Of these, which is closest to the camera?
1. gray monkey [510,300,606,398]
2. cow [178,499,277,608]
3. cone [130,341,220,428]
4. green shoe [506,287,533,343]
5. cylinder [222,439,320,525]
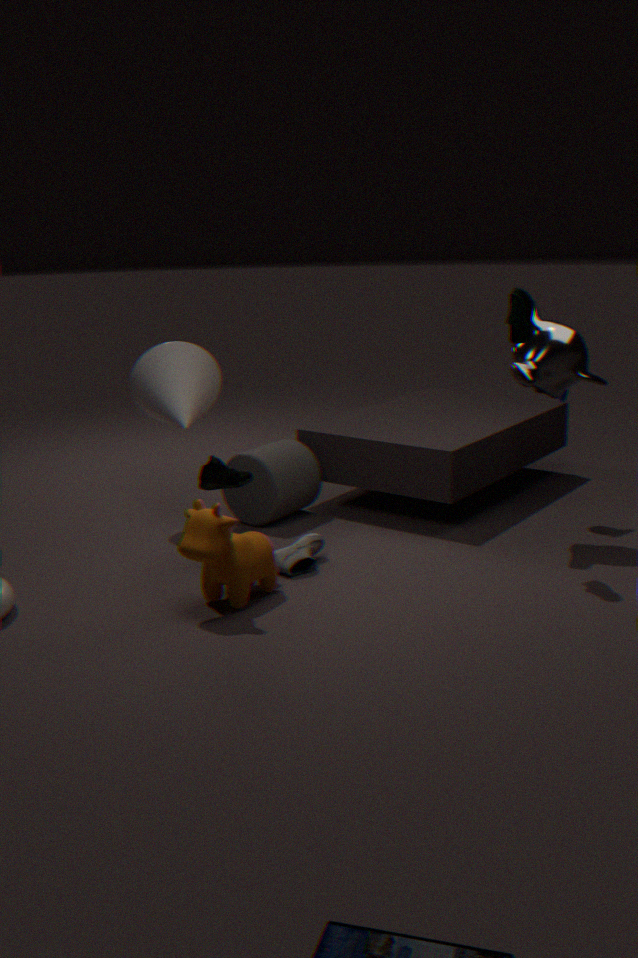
cow [178,499,277,608]
